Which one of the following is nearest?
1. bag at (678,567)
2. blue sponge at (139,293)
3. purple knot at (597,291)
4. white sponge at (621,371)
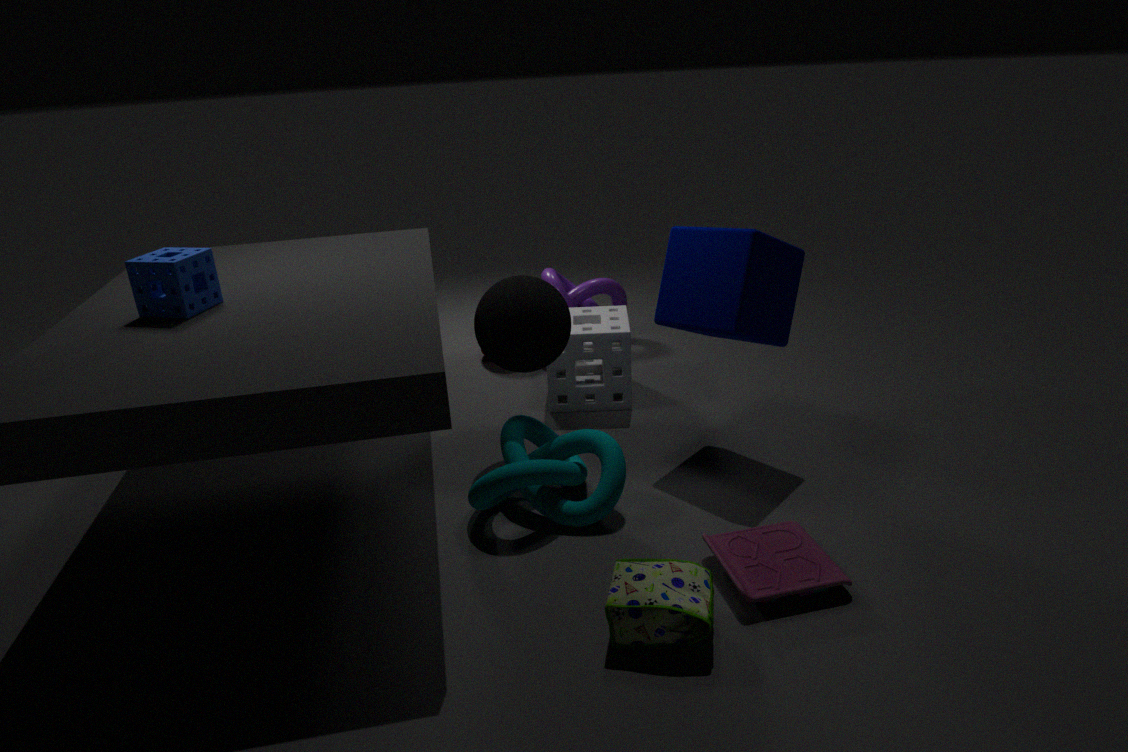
bag at (678,567)
